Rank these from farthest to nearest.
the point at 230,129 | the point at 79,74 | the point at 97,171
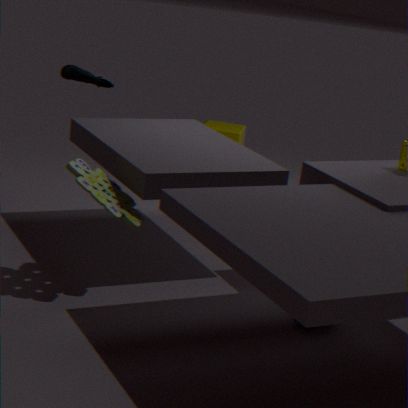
the point at 230,129 < the point at 79,74 < the point at 97,171
